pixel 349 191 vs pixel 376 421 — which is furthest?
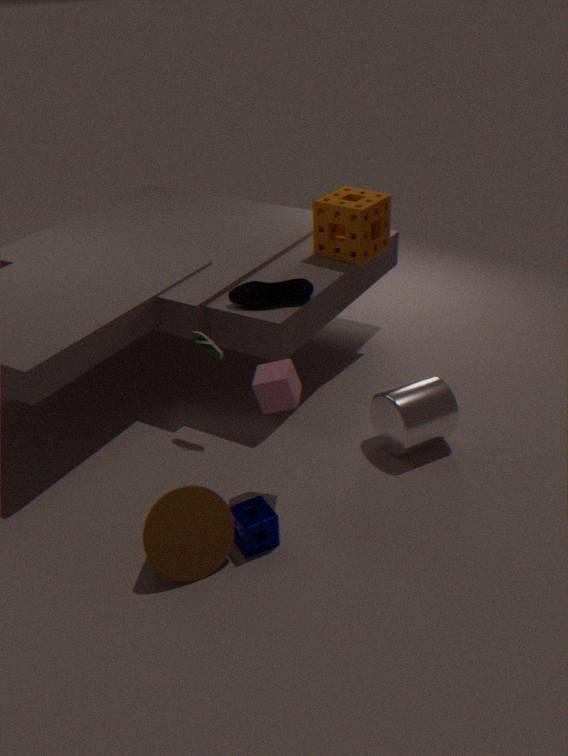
pixel 349 191
